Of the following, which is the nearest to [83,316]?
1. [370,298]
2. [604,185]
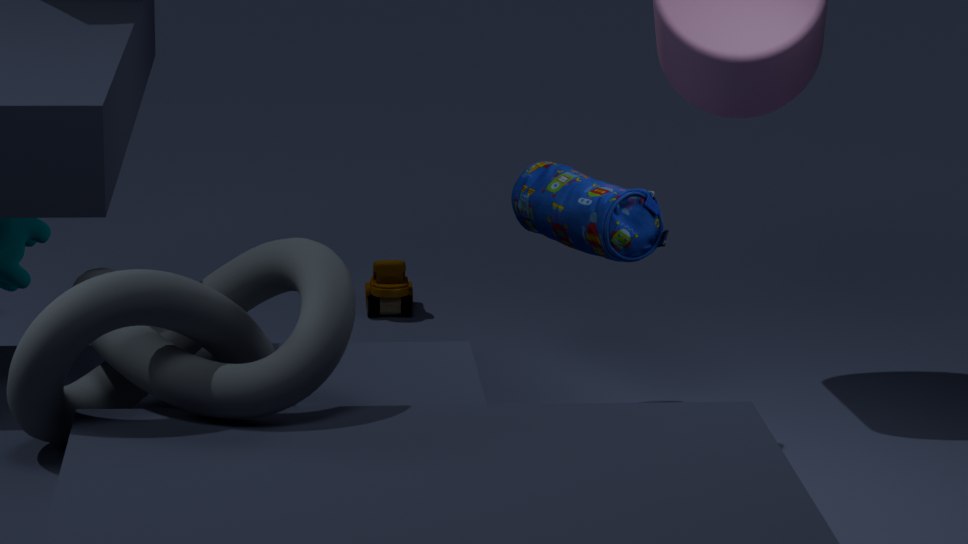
[604,185]
